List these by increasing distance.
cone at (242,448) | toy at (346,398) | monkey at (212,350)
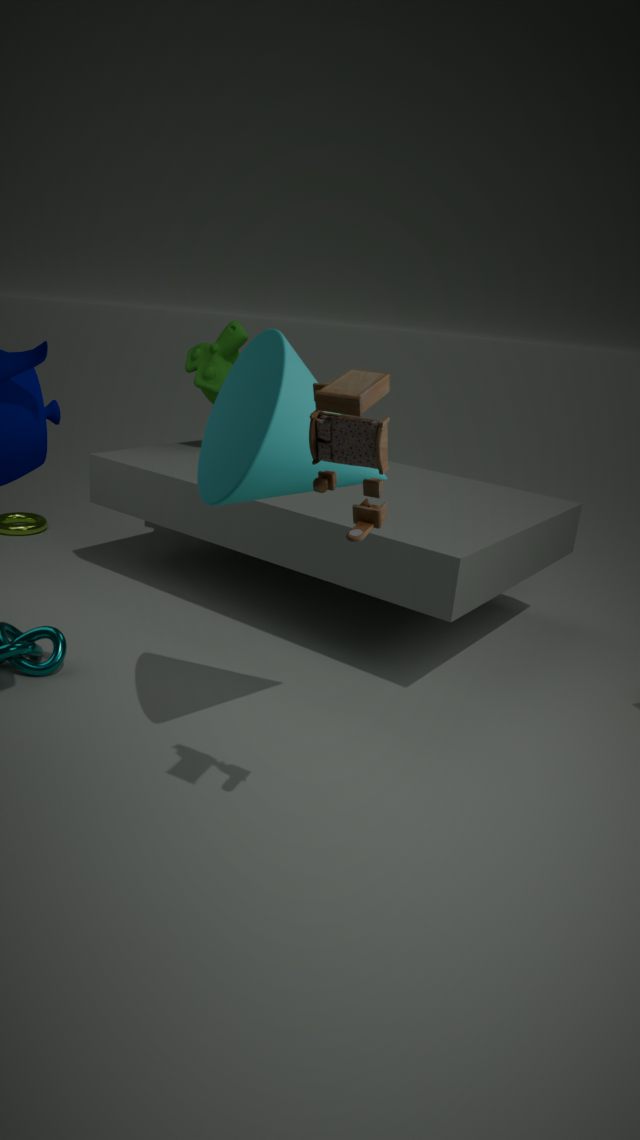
toy at (346,398) → cone at (242,448) → monkey at (212,350)
